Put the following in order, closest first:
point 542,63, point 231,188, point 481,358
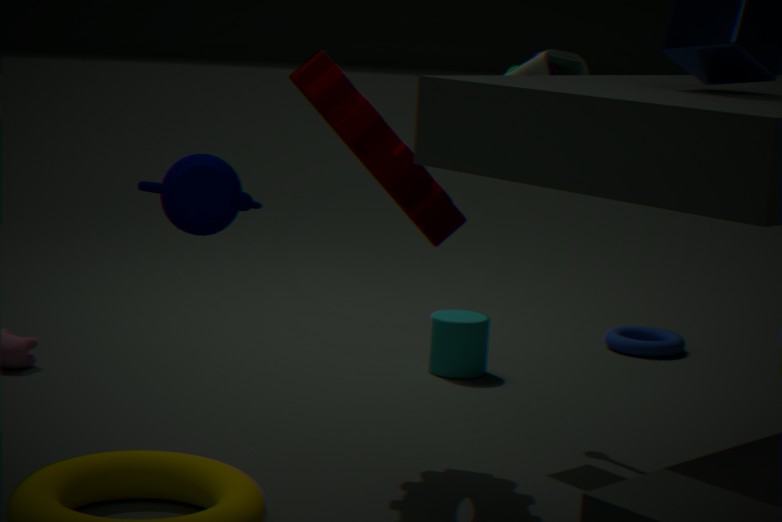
point 231,188
point 542,63
point 481,358
